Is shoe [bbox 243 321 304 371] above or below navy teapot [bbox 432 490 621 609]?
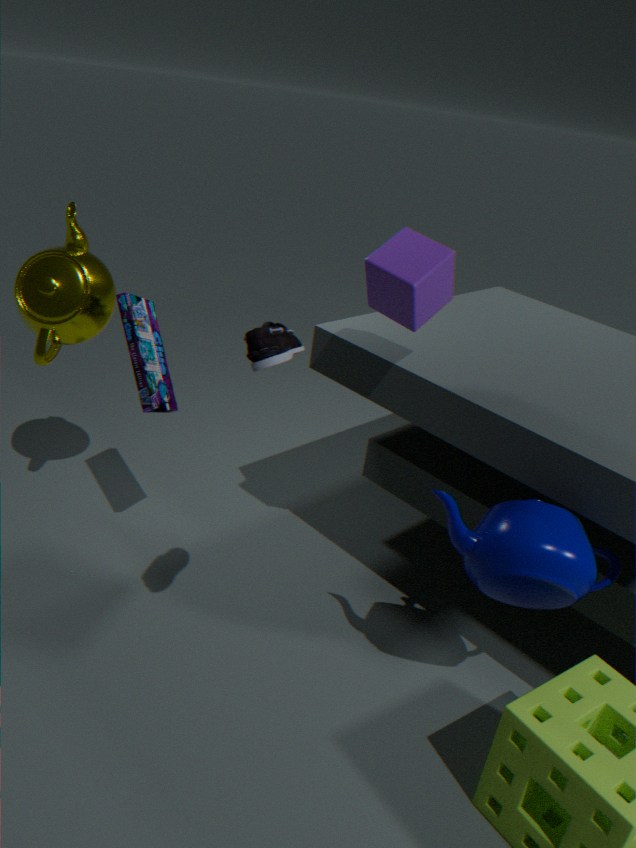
above
